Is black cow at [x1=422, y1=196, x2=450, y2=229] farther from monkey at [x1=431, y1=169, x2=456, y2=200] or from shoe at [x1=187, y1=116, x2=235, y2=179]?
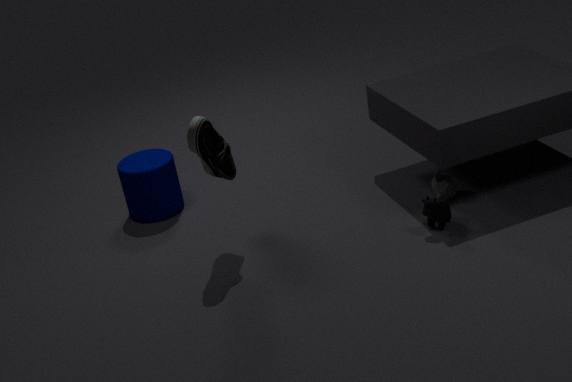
shoe at [x1=187, y1=116, x2=235, y2=179]
